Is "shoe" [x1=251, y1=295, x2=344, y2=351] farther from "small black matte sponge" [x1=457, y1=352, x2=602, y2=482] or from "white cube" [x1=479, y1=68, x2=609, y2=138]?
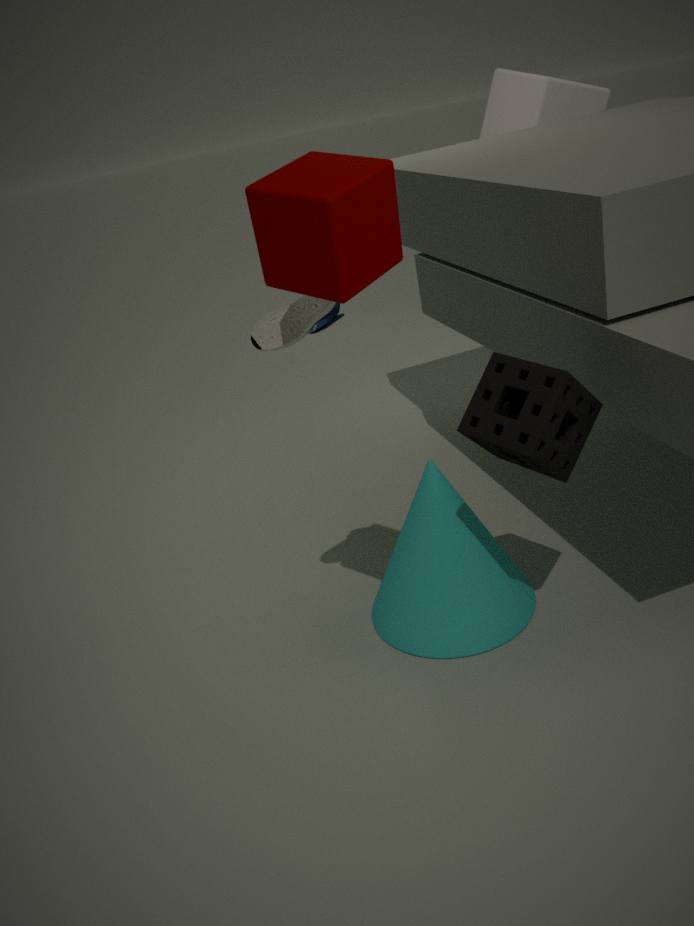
"white cube" [x1=479, y1=68, x2=609, y2=138]
